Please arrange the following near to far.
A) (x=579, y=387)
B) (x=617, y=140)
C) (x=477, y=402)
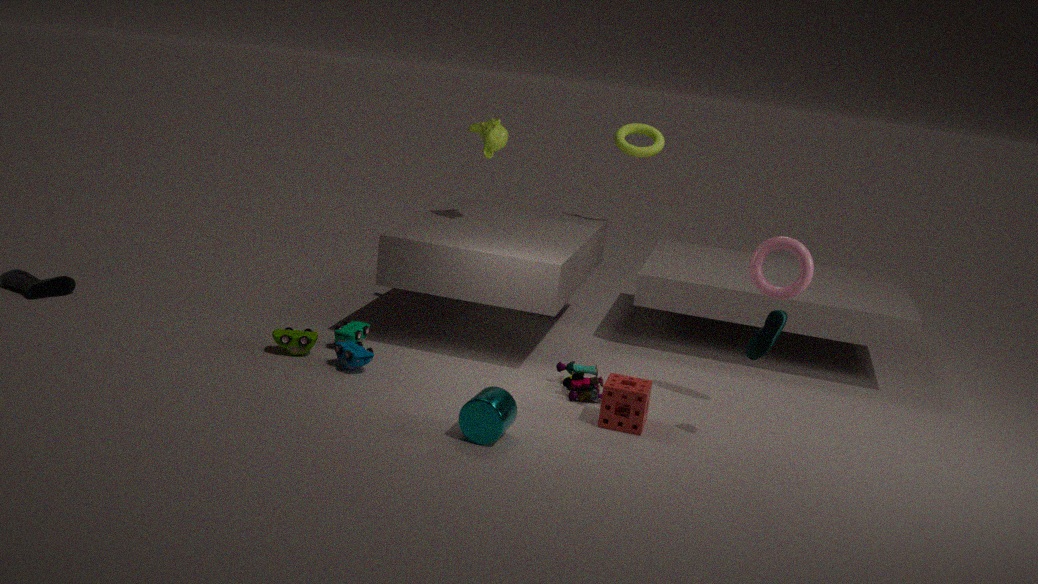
(x=477, y=402) < (x=579, y=387) < (x=617, y=140)
